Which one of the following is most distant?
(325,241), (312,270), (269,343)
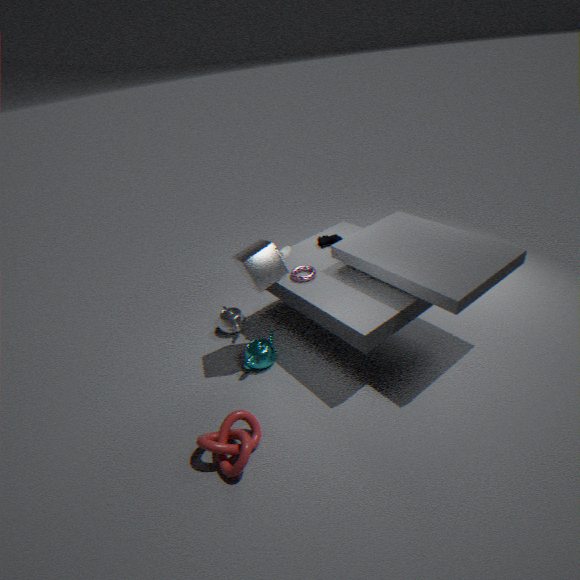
(325,241)
